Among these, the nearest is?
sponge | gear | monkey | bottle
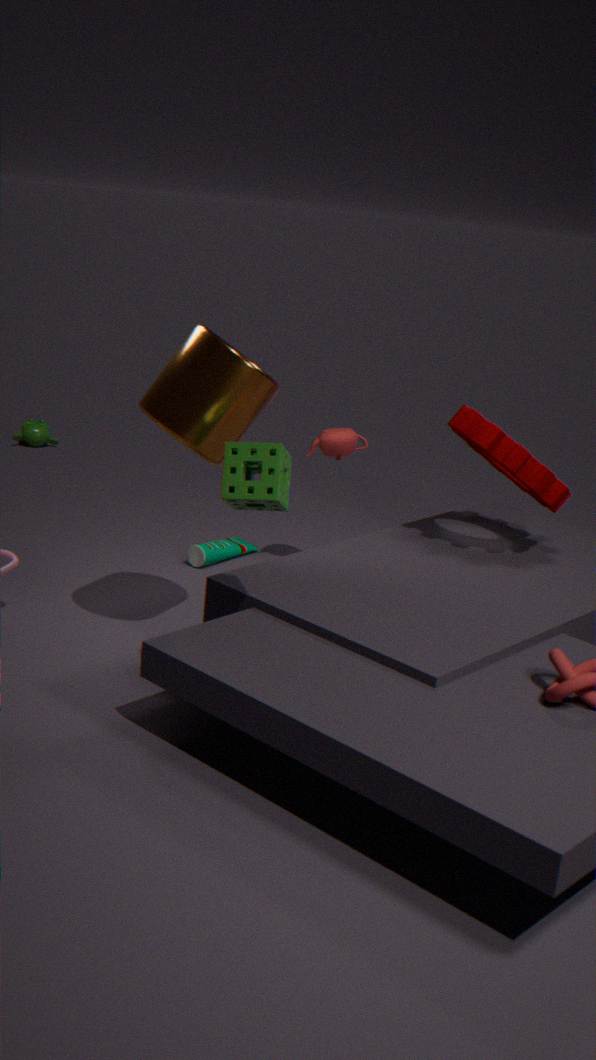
sponge
